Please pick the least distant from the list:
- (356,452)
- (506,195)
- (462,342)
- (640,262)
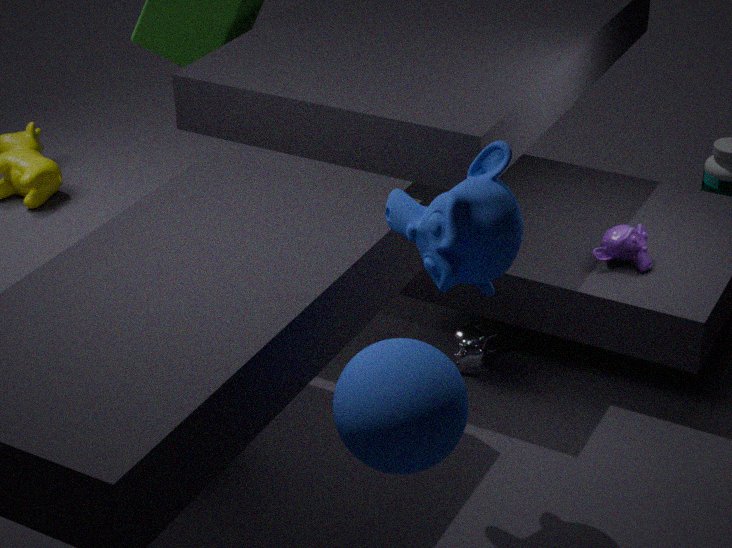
(356,452)
